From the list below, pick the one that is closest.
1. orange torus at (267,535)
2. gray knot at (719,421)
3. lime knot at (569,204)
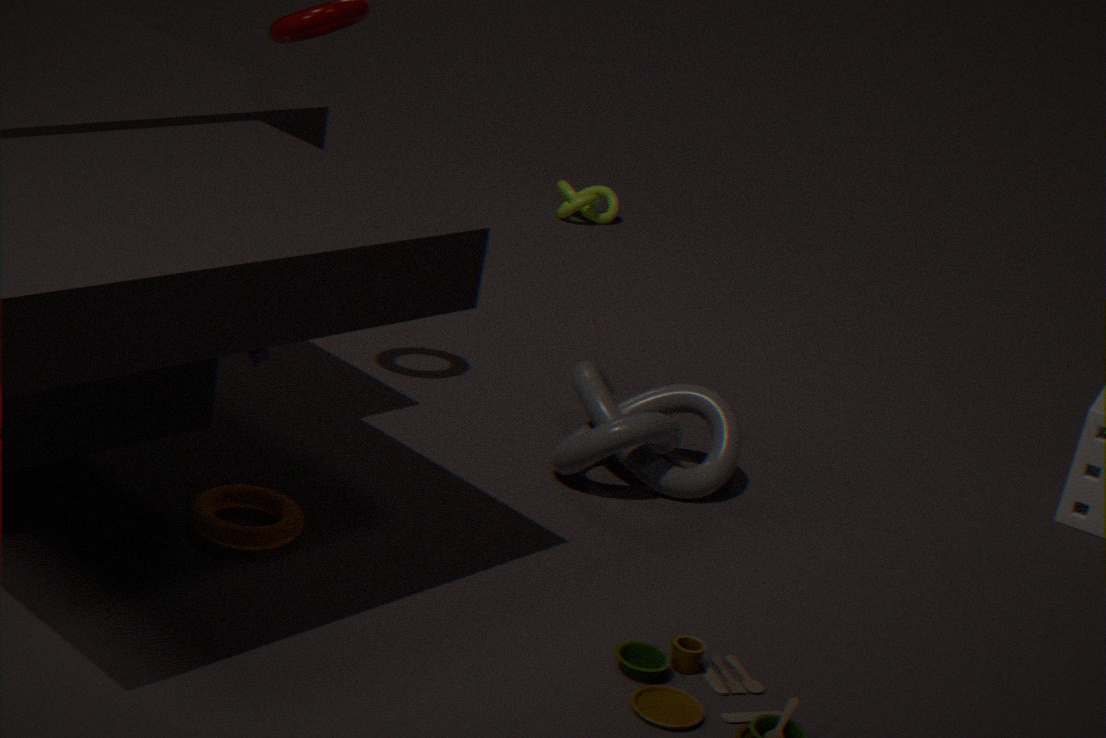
orange torus at (267,535)
